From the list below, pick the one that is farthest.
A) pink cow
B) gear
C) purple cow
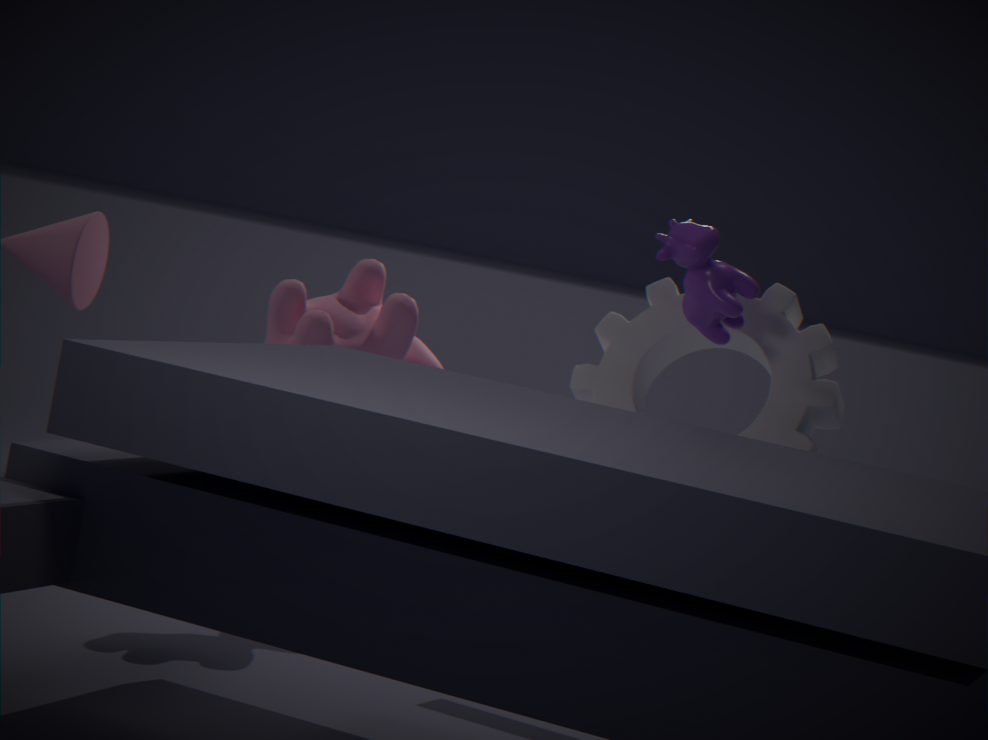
pink cow
